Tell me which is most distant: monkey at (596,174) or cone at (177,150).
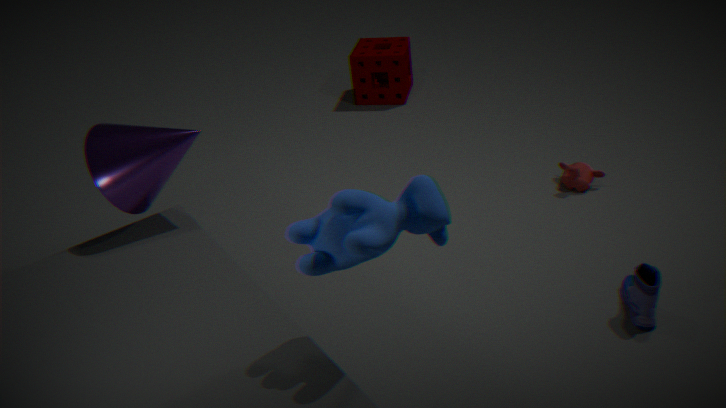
monkey at (596,174)
